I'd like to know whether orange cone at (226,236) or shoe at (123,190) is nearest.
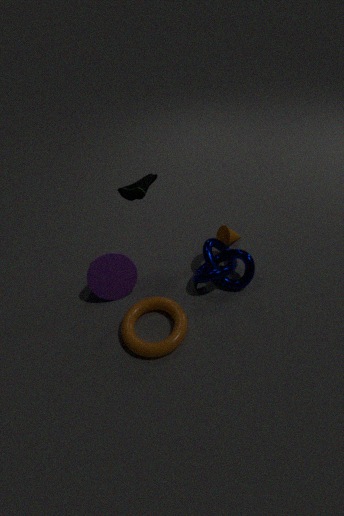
shoe at (123,190)
